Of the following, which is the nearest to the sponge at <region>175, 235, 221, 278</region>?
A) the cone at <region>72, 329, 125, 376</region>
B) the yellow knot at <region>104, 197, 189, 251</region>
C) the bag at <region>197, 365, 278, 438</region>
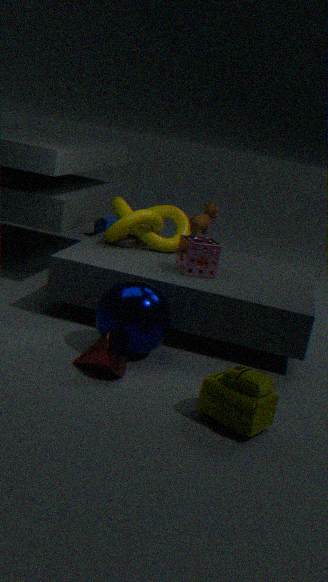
the yellow knot at <region>104, 197, 189, 251</region>
